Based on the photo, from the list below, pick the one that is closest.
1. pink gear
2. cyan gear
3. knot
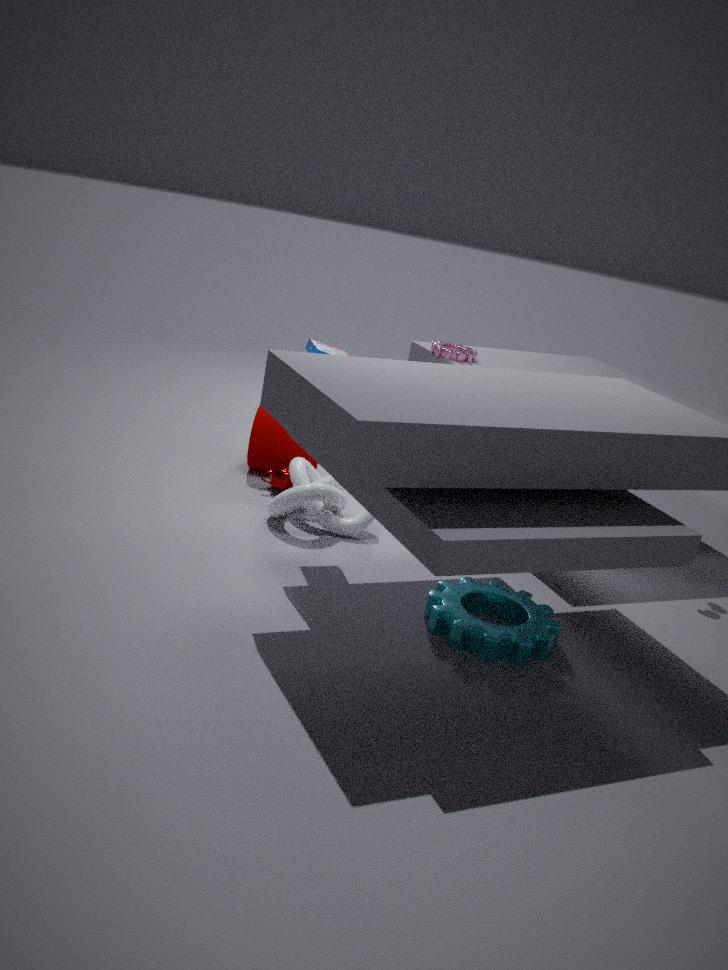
cyan gear
